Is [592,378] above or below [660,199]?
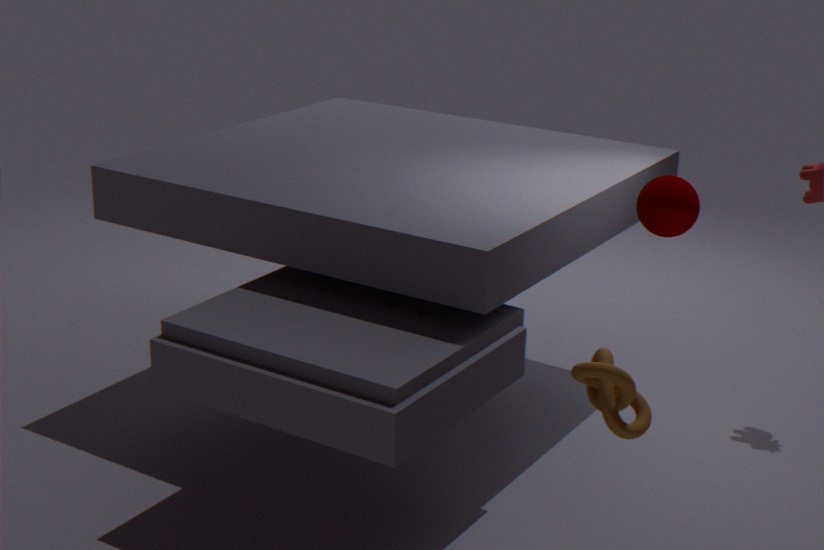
below
